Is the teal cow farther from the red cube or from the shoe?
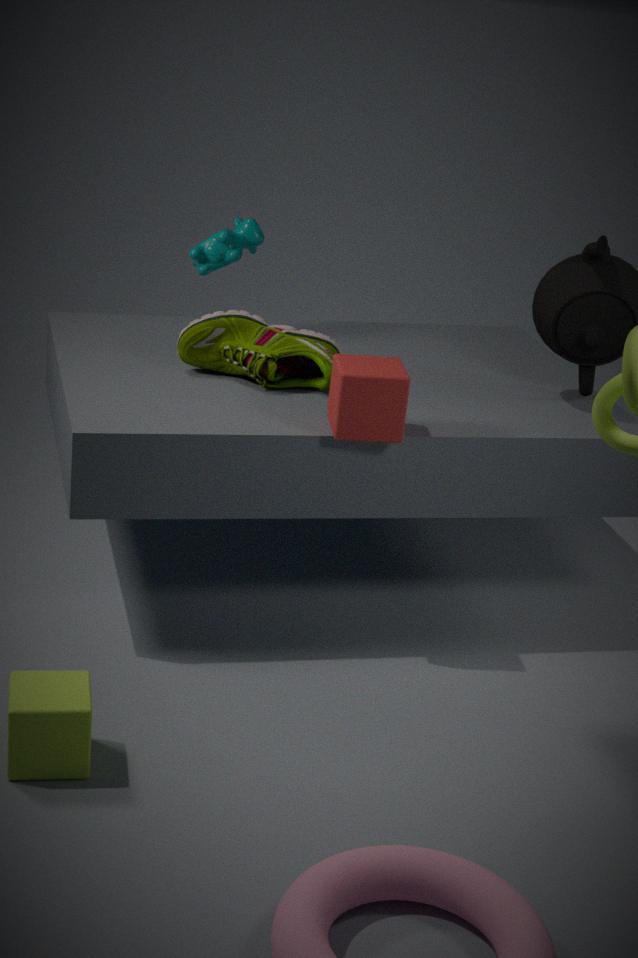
the red cube
